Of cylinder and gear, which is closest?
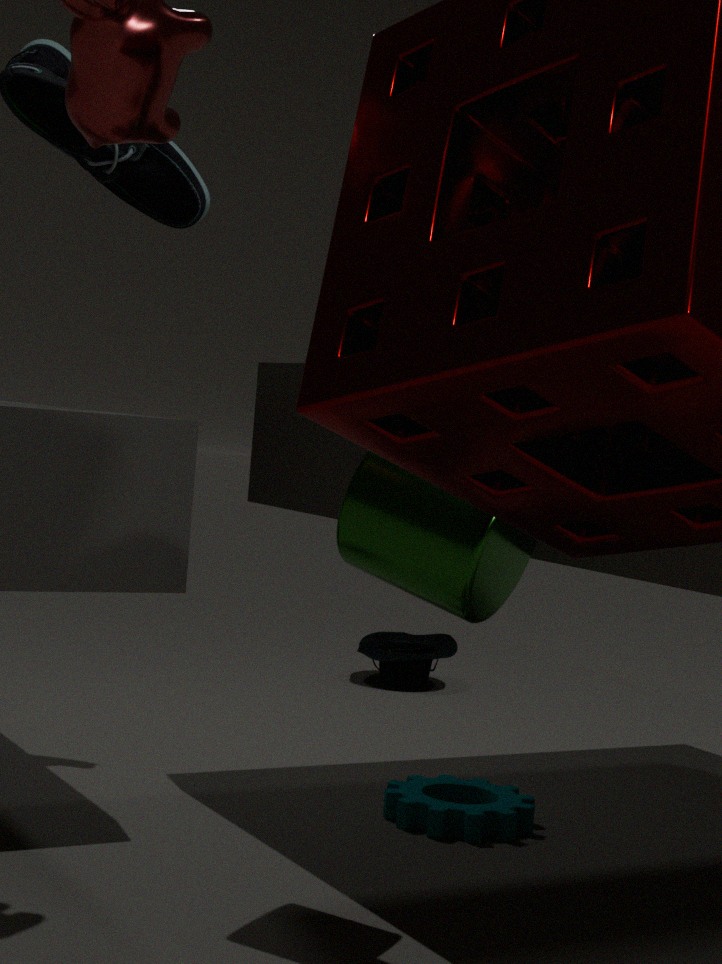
cylinder
